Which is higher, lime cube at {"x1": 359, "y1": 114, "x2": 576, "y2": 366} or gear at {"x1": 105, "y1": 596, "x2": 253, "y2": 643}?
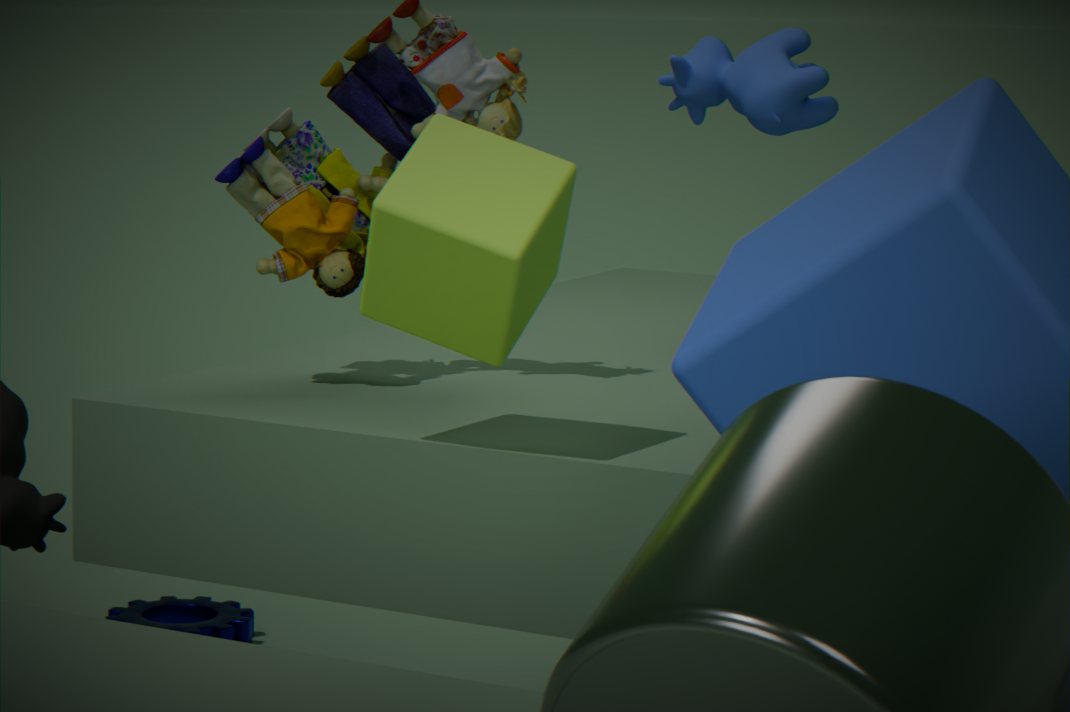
lime cube at {"x1": 359, "y1": 114, "x2": 576, "y2": 366}
